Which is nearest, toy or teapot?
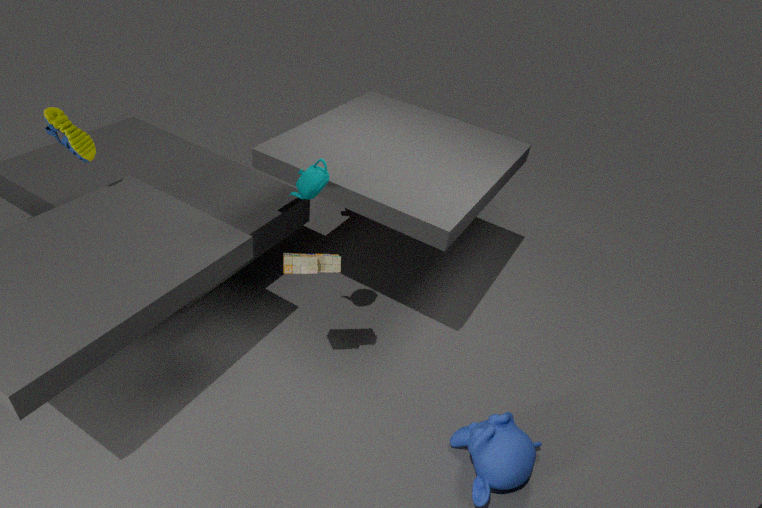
toy
